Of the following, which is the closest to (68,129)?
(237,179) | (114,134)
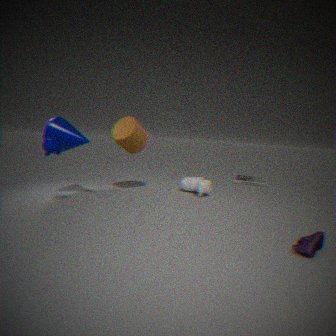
(114,134)
